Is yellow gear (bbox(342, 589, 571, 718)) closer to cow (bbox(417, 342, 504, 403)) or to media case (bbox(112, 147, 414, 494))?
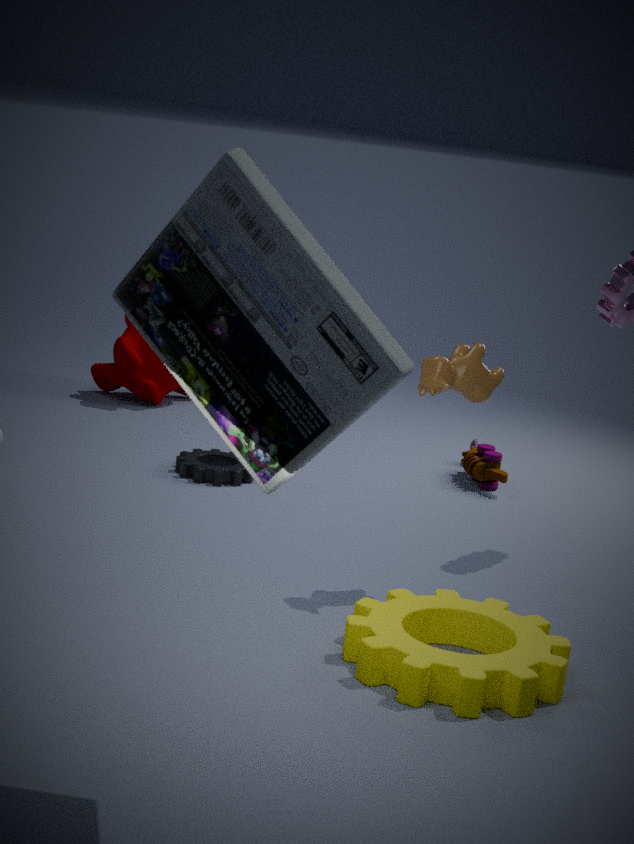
cow (bbox(417, 342, 504, 403))
